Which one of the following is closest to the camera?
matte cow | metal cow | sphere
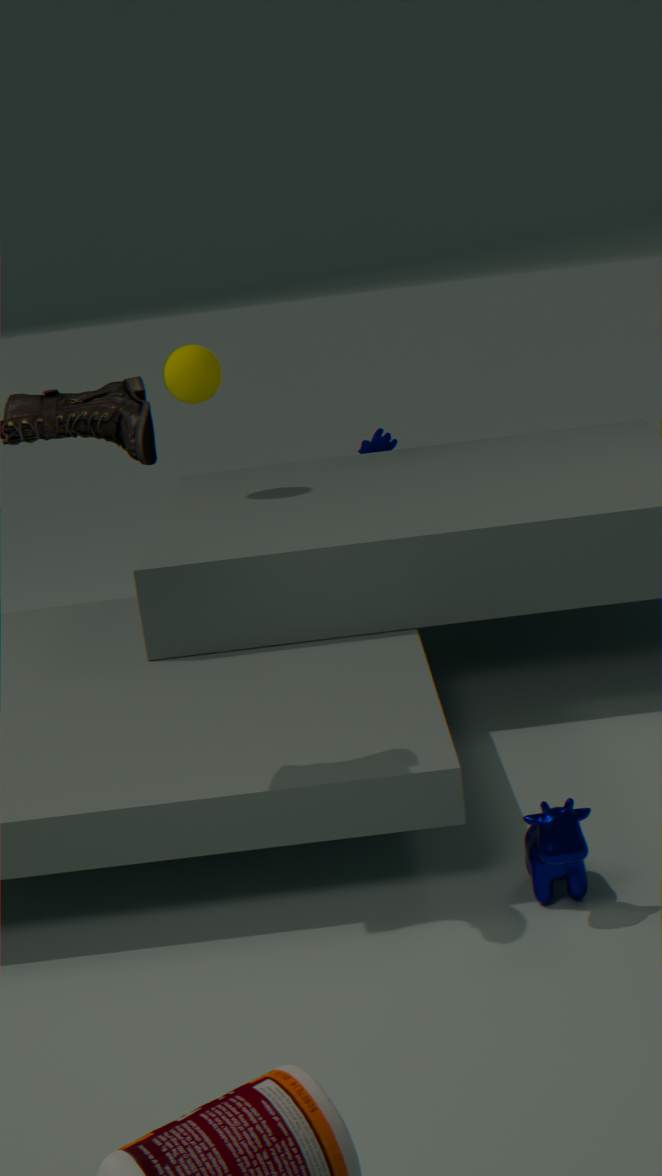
metal cow
